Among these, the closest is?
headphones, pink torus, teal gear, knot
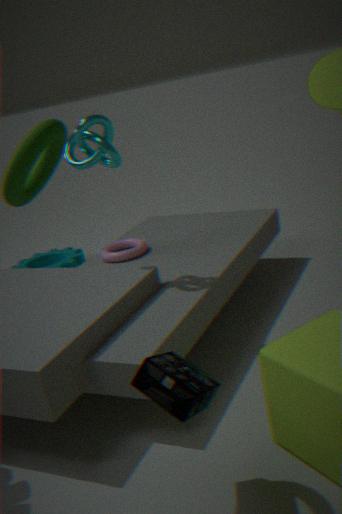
headphones
